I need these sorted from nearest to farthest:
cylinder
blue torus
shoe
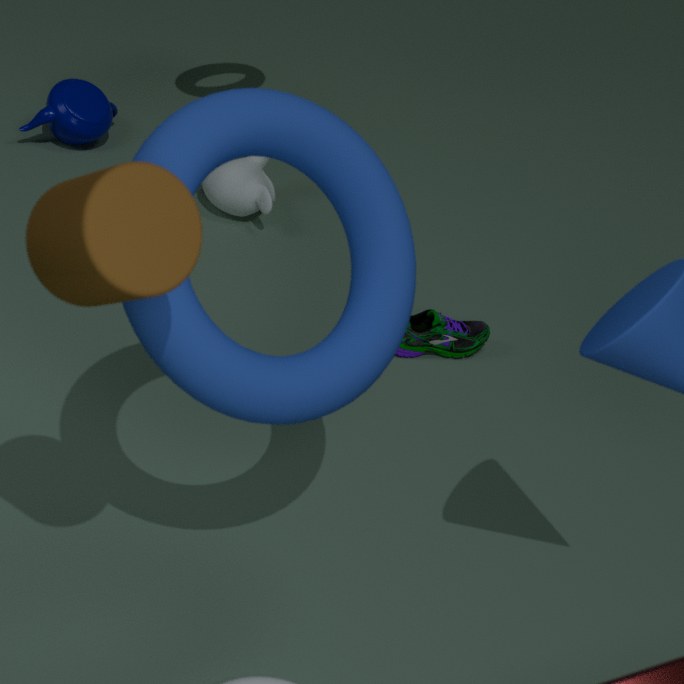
cylinder
blue torus
shoe
